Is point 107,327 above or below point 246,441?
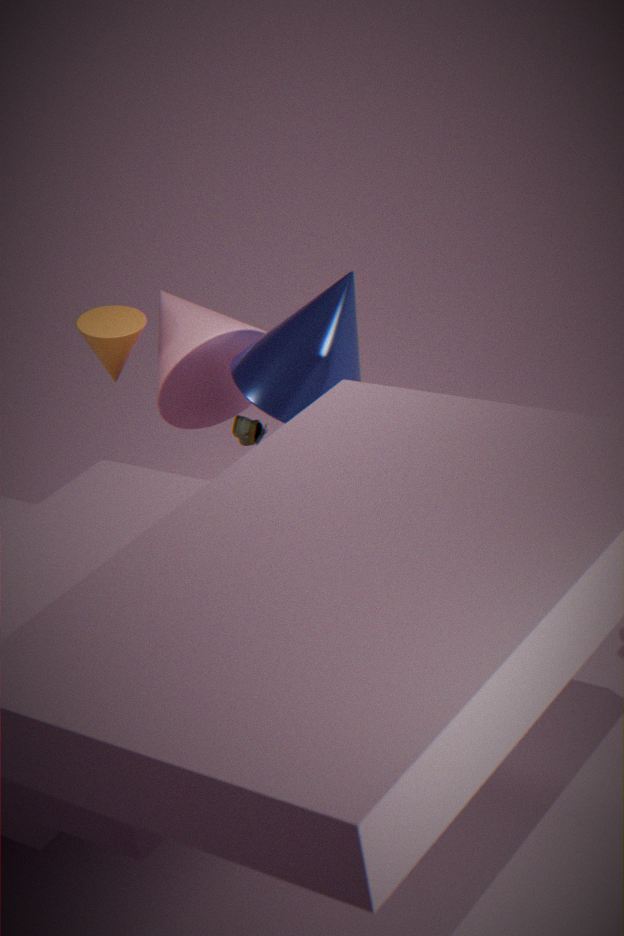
above
